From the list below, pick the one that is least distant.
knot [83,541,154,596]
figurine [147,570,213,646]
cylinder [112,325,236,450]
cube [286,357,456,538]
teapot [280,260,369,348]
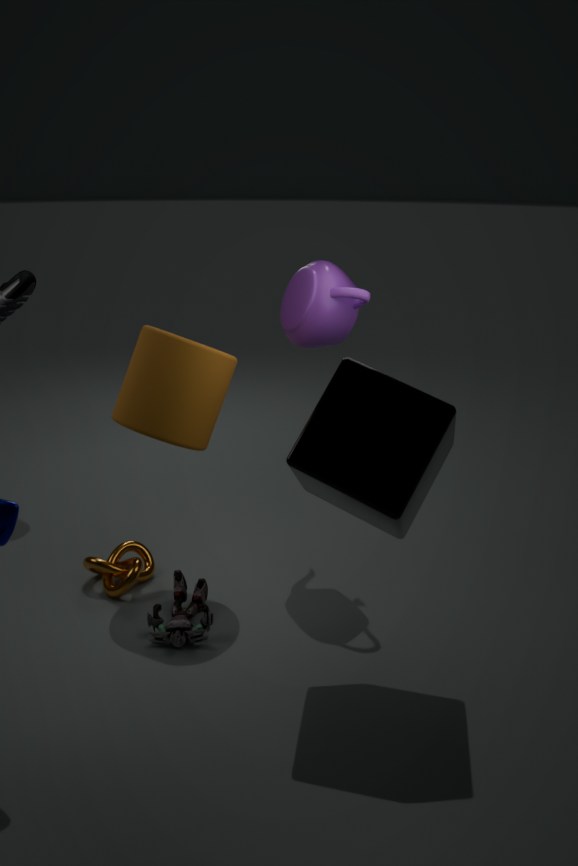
cube [286,357,456,538]
